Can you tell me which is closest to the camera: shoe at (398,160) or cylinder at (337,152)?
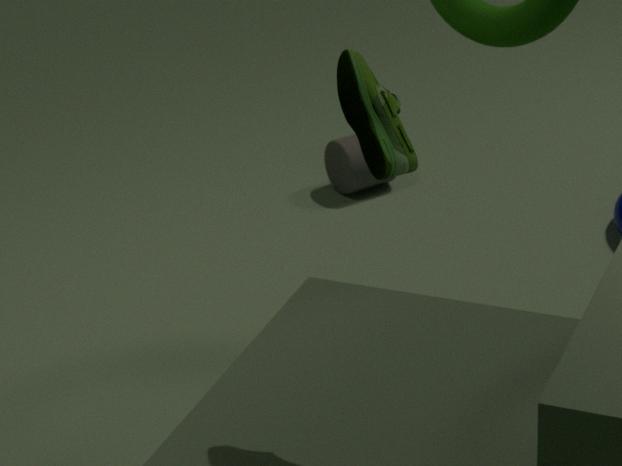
shoe at (398,160)
